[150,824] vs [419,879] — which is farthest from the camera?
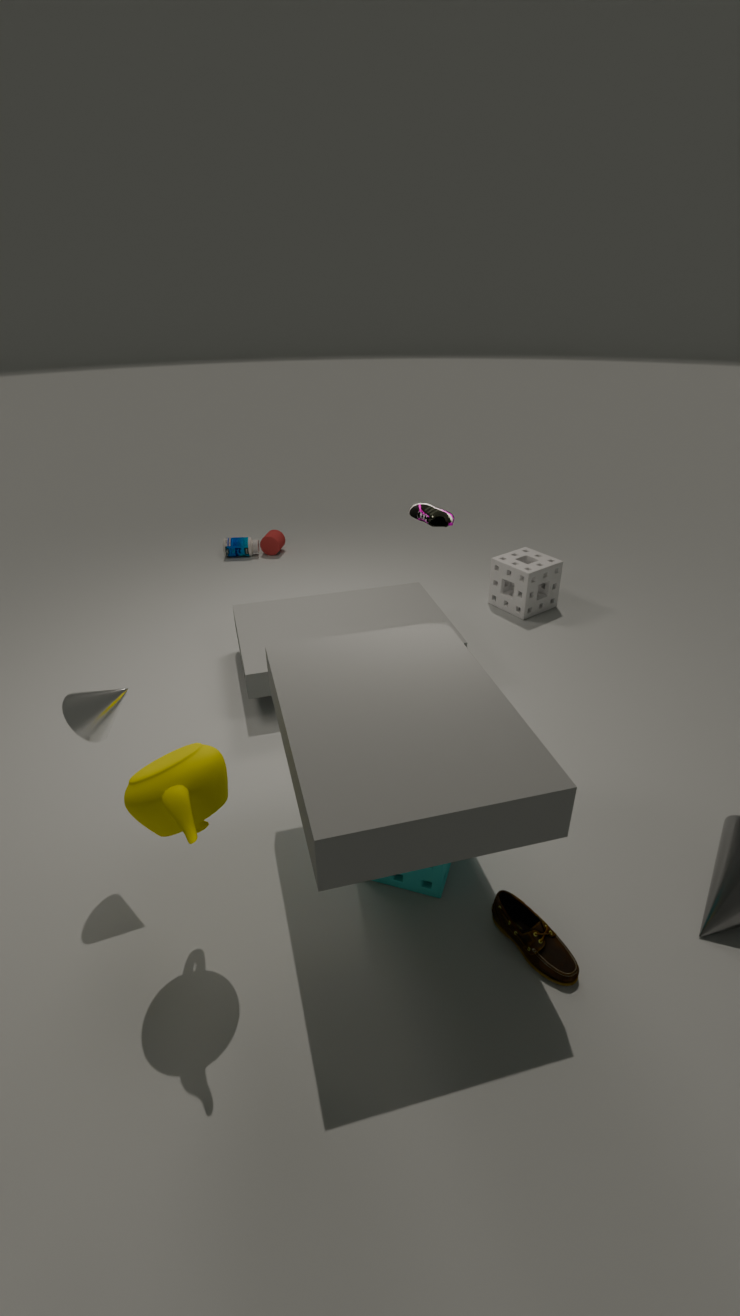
[419,879]
